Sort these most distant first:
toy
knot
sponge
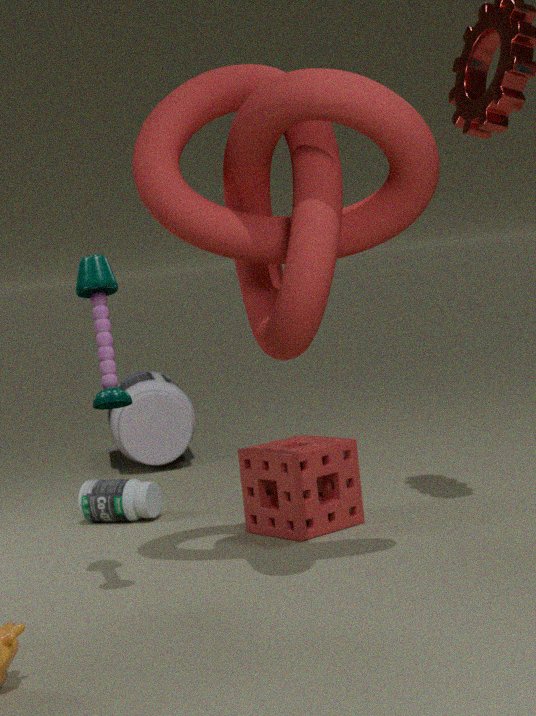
1. sponge
2. toy
3. knot
